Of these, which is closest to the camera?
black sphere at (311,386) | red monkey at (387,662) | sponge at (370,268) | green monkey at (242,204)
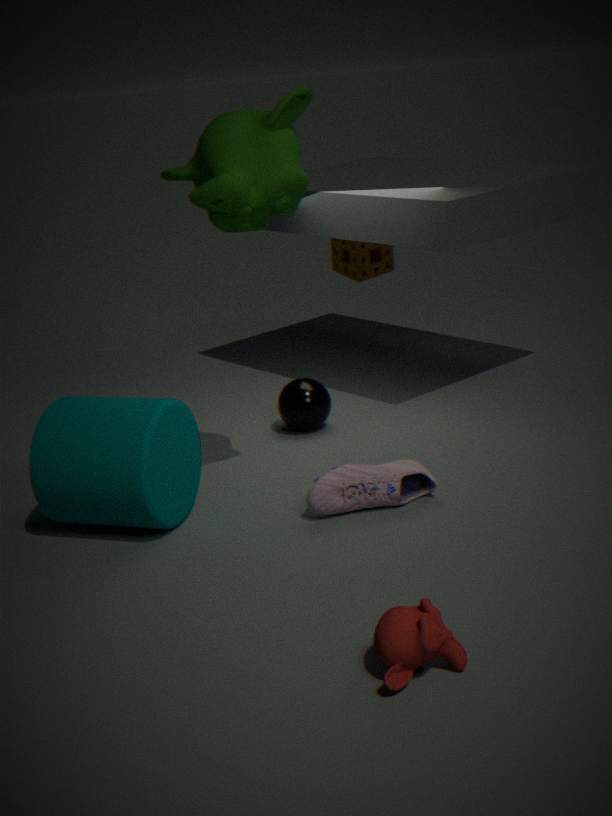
red monkey at (387,662)
